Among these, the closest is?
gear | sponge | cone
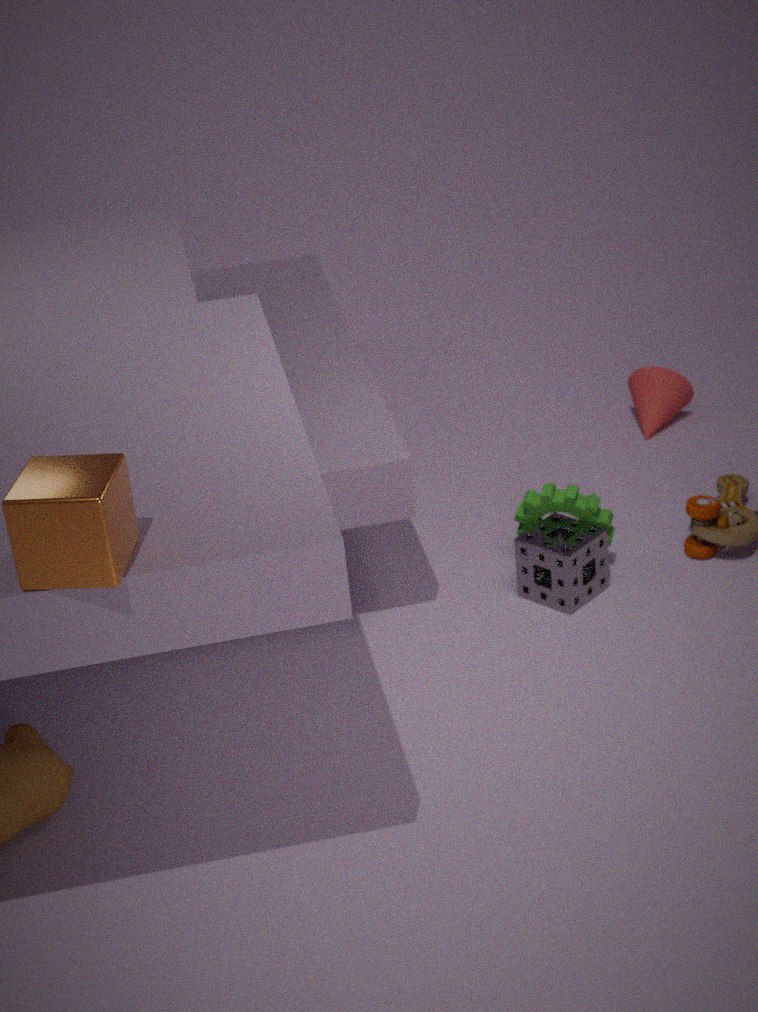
sponge
